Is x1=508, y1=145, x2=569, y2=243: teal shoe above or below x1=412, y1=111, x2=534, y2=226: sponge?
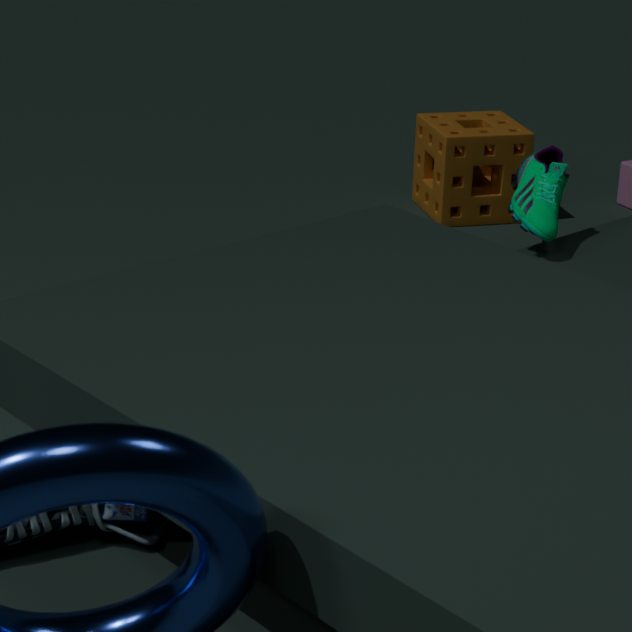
above
